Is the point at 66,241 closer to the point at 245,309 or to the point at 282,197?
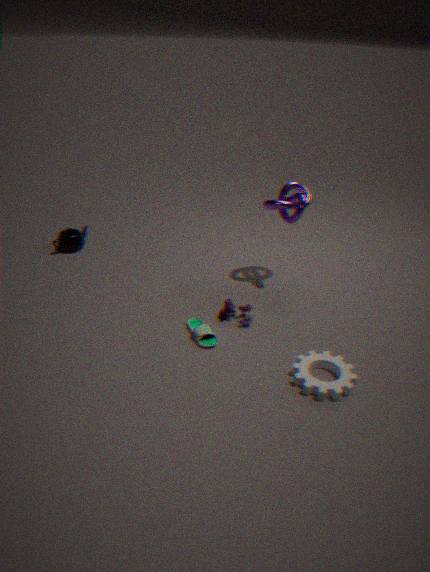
the point at 245,309
